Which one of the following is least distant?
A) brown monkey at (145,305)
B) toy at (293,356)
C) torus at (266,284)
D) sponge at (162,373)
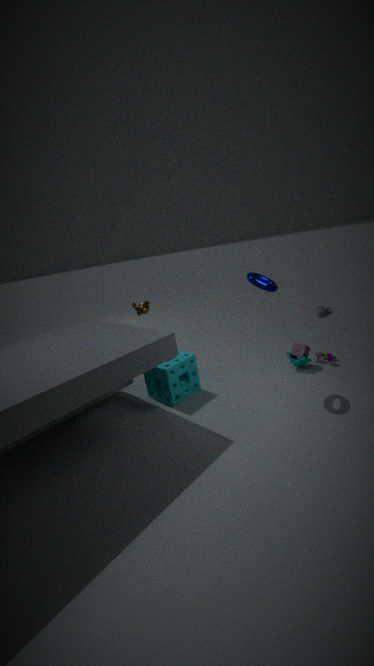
torus at (266,284)
